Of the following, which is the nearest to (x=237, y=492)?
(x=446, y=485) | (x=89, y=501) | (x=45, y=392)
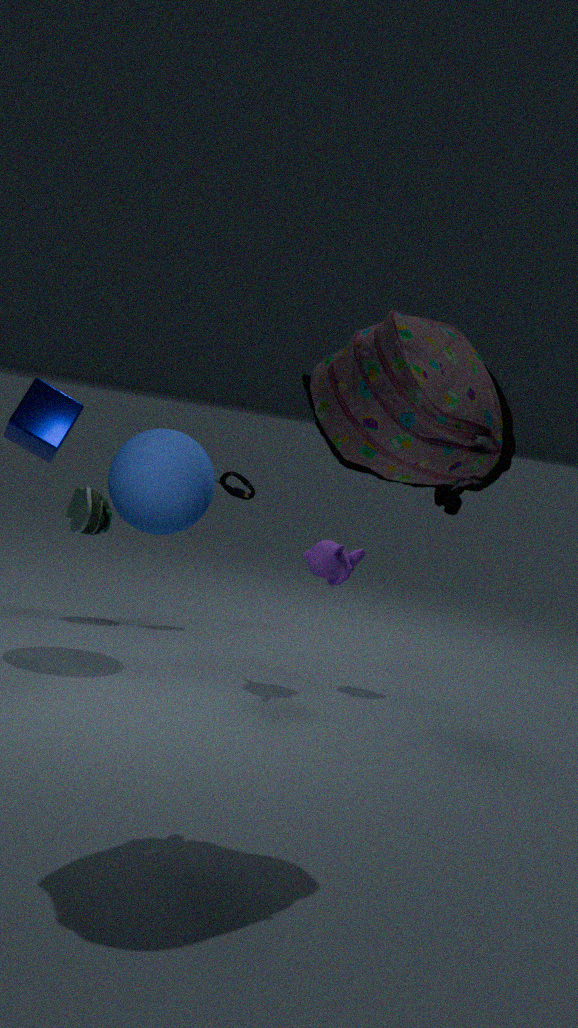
(x=45, y=392)
